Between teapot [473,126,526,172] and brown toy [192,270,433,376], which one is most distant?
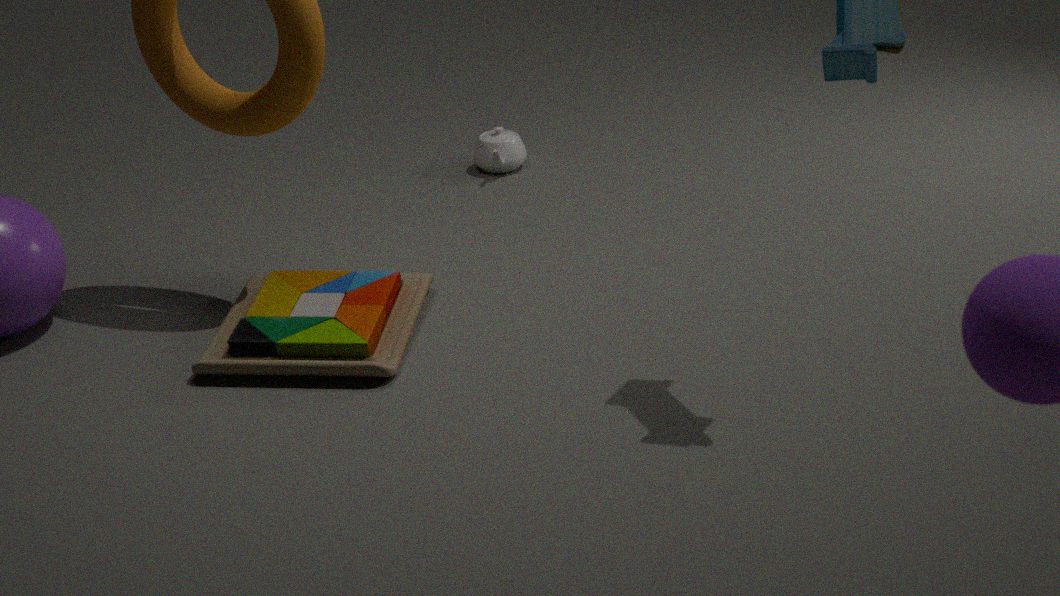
teapot [473,126,526,172]
